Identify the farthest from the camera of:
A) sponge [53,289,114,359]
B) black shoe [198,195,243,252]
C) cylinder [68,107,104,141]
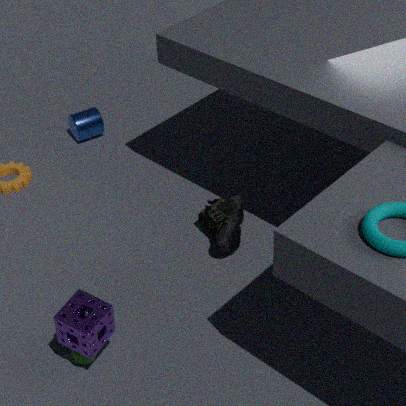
cylinder [68,107,104,141]
